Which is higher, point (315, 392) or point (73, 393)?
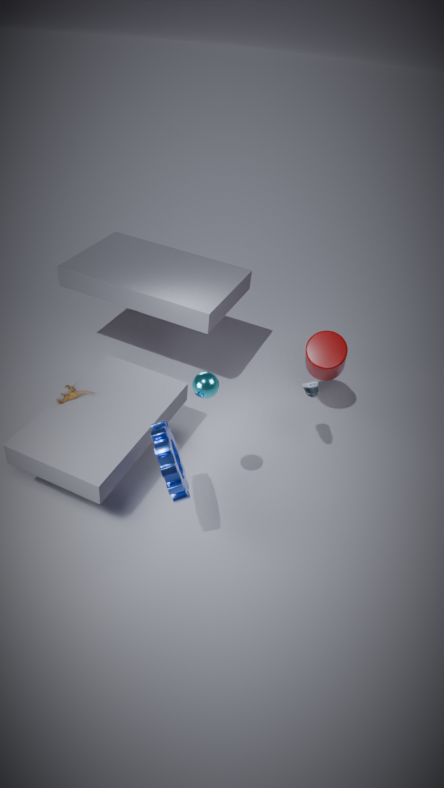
point (315, 392)
